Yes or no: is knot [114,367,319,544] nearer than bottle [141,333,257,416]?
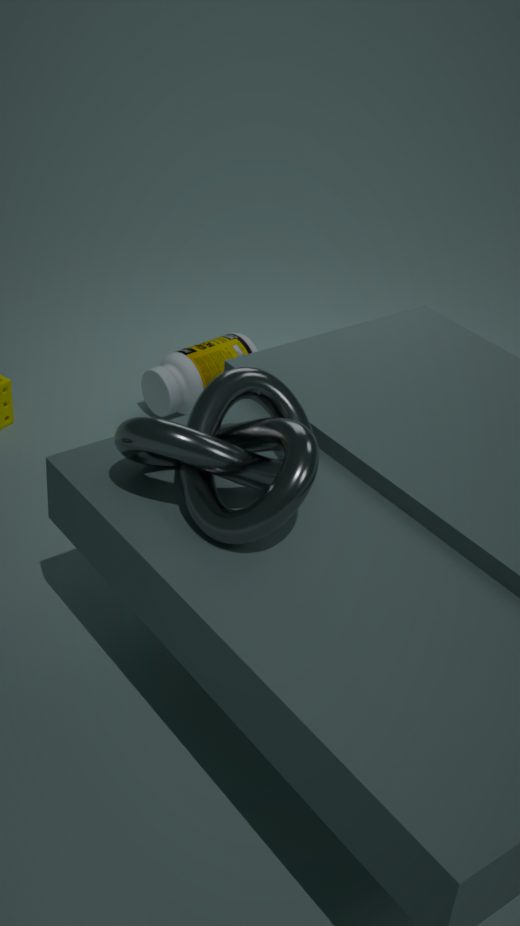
Yes
